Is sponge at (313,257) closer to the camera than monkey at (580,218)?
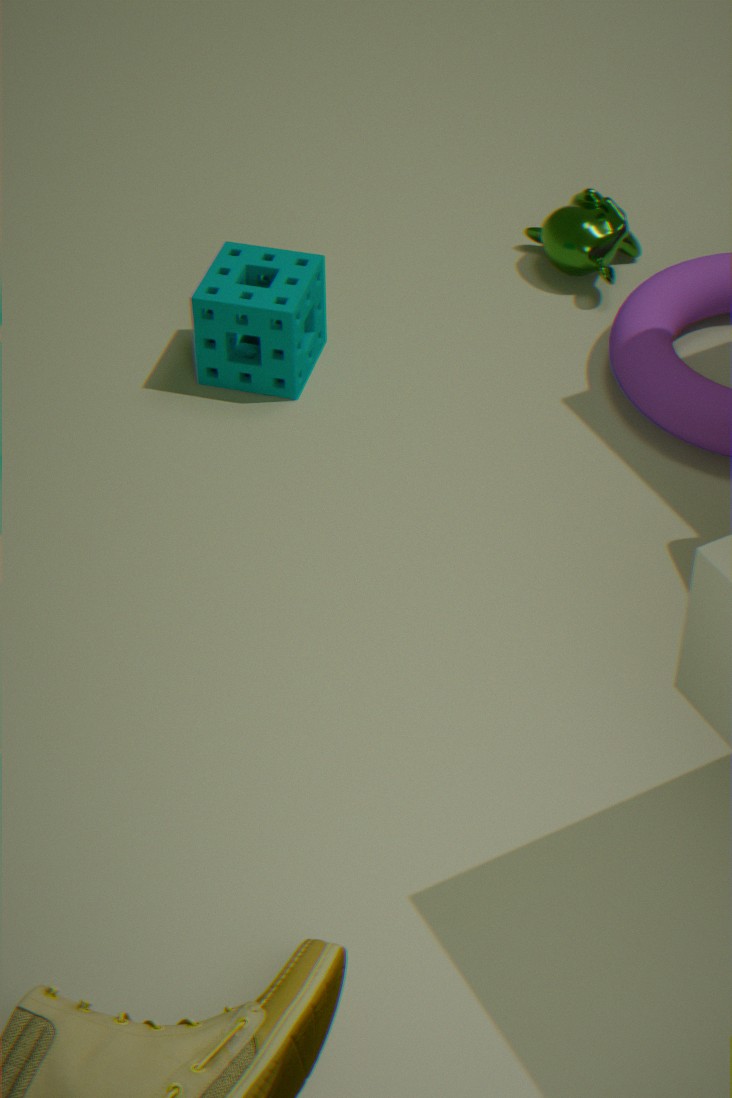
Yes
